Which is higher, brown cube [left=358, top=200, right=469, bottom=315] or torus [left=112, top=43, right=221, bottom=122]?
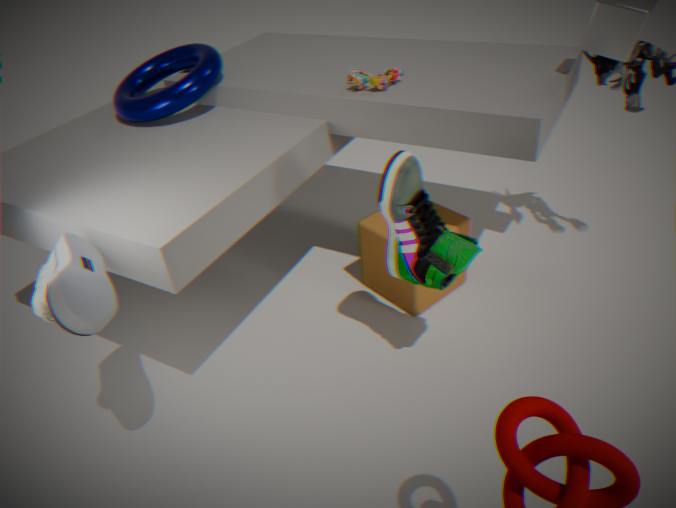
torus [left=112, top=43, right=221, bottom=122]
